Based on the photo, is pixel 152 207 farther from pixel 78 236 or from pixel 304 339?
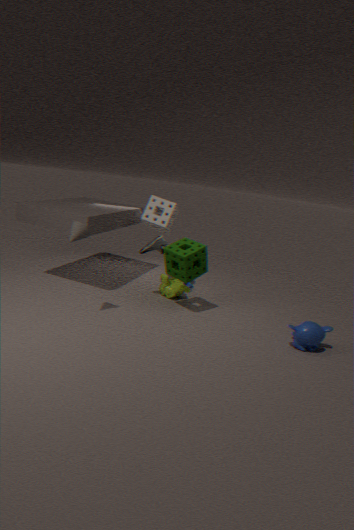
pixel 304 339
